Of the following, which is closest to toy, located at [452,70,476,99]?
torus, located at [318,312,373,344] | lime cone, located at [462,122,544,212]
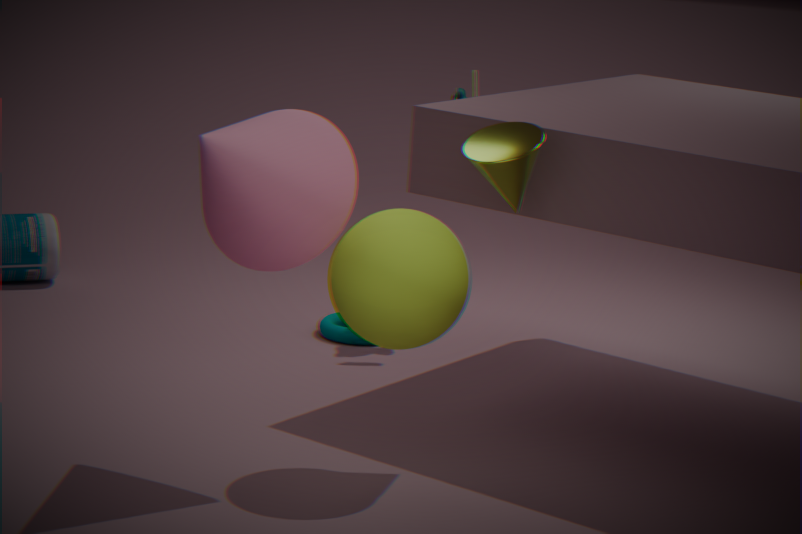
torus, located at [318,312,373,344]
